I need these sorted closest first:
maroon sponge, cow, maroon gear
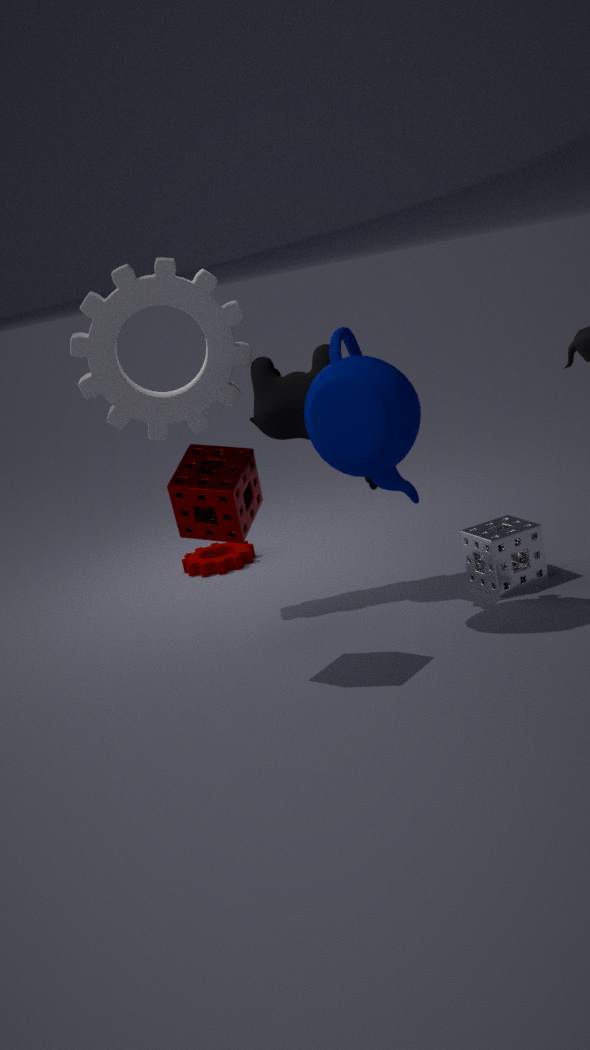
maroon sponge
cow
maroon gear
